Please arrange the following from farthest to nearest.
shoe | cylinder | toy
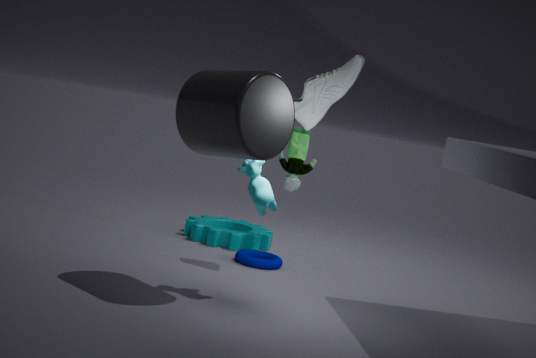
1. toy
2. shoe
3. cylinder
